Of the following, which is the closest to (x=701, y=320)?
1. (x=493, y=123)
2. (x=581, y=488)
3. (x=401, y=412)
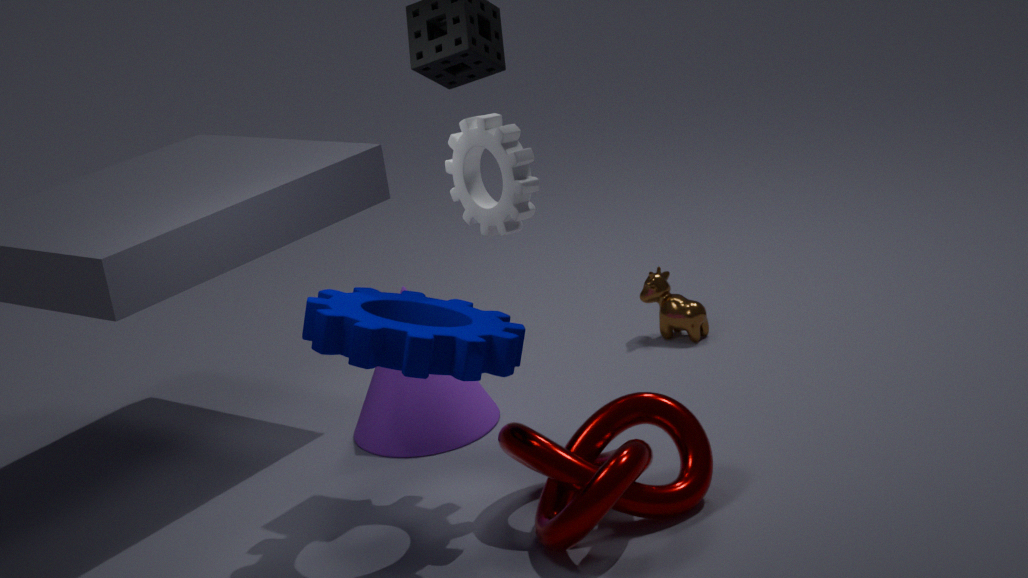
(x=401, y=412)
